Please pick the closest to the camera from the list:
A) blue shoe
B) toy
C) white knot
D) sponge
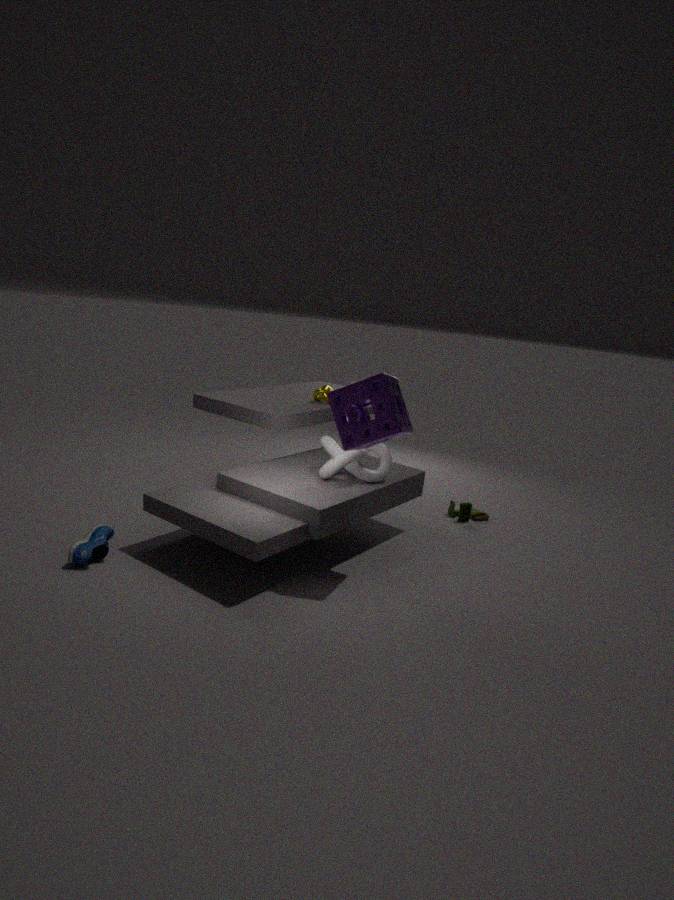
sponge
